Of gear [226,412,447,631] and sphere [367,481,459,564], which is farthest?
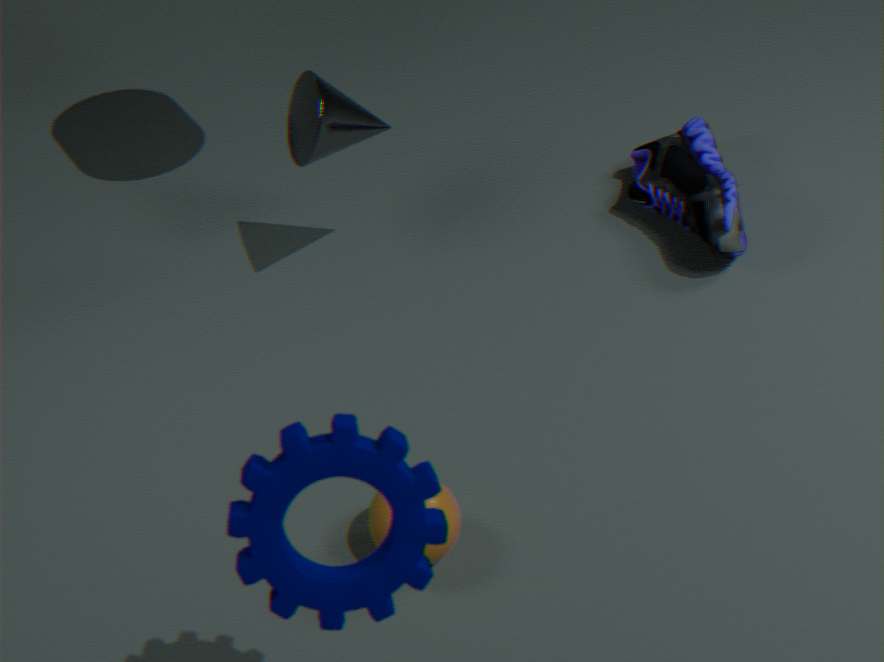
sphere [367,481,459,564]
